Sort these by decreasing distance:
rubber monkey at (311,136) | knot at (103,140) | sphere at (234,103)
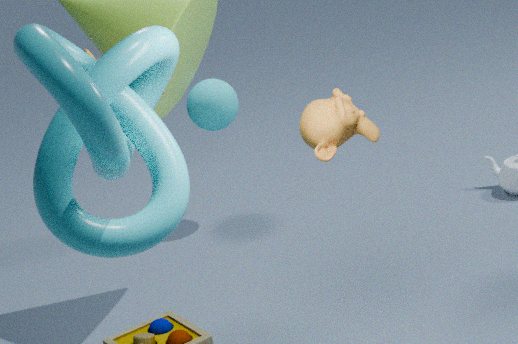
sphere at (234,103), rubber monkey at (311,136), knot at (103,140)
